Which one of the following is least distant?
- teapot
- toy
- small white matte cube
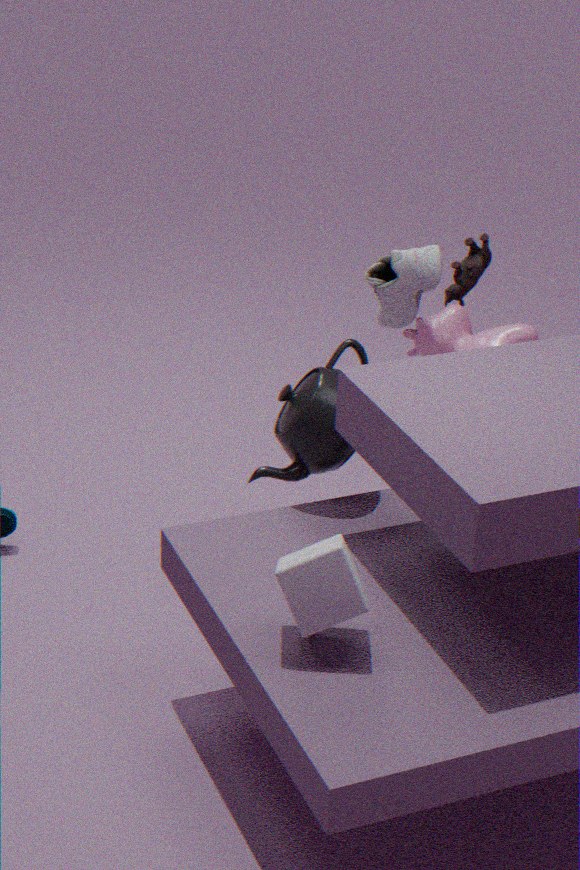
small white matte cube
